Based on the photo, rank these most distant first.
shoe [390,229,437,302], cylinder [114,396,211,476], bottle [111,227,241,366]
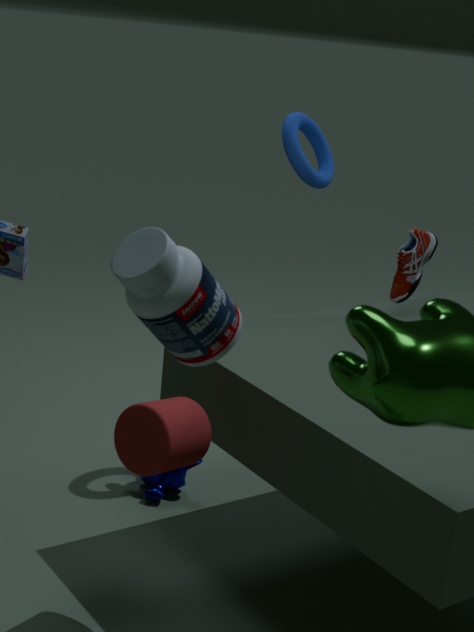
1. shoe [390,229,437,302]
2. cylinder [114,396,211,476]
3. bottle [111,227,241,366]
